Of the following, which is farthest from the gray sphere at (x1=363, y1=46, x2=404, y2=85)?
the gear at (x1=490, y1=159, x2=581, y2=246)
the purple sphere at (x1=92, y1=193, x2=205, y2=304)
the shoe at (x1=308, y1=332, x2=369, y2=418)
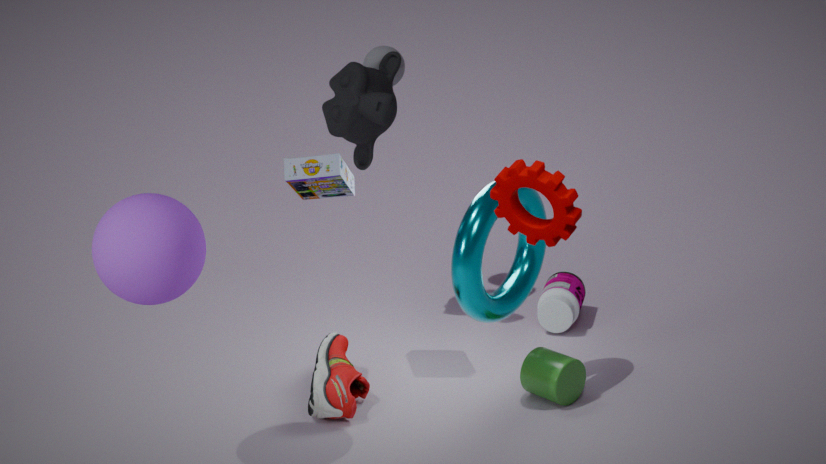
the gear at (x1=490, y1=159, x2=581, y2=246)
